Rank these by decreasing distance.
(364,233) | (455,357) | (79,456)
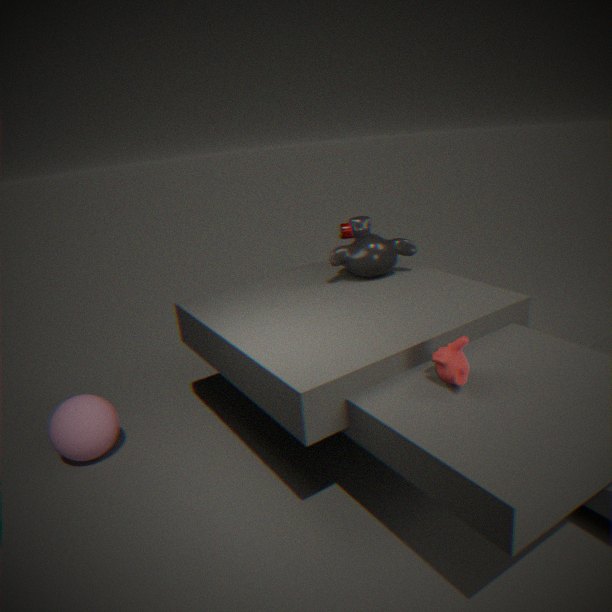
(364,233)
(79,456)
(455,357)
